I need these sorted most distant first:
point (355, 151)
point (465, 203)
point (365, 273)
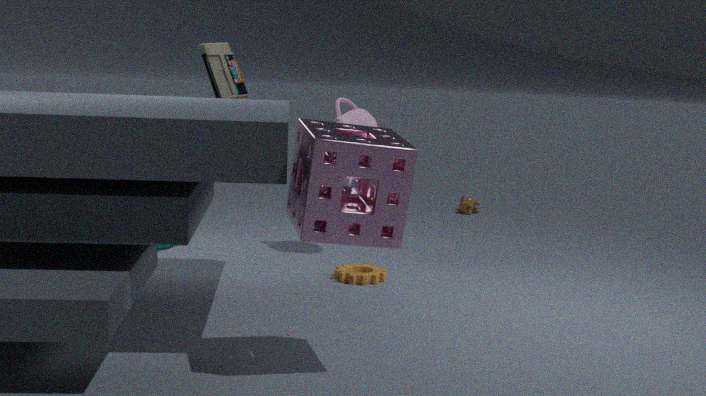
1. point (465, 203)
2. point (365, 273)
3. point (355, 151)
